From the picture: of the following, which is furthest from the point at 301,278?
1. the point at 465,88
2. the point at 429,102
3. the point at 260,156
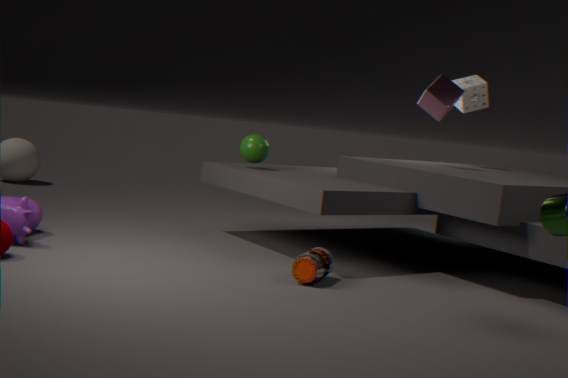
the point at 465,88
